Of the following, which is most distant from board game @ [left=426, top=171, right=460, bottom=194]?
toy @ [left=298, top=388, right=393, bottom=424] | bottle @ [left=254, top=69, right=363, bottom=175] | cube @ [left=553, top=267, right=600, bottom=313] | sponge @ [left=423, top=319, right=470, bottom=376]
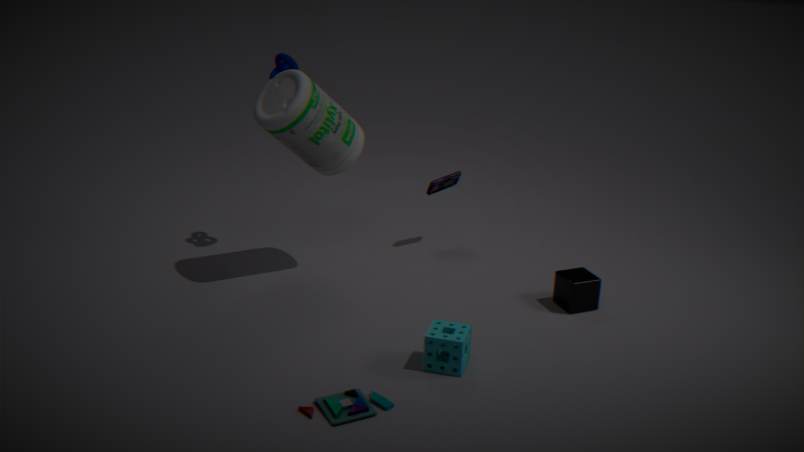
toy @ [left=298, top=388, right=393, bottom=424]
